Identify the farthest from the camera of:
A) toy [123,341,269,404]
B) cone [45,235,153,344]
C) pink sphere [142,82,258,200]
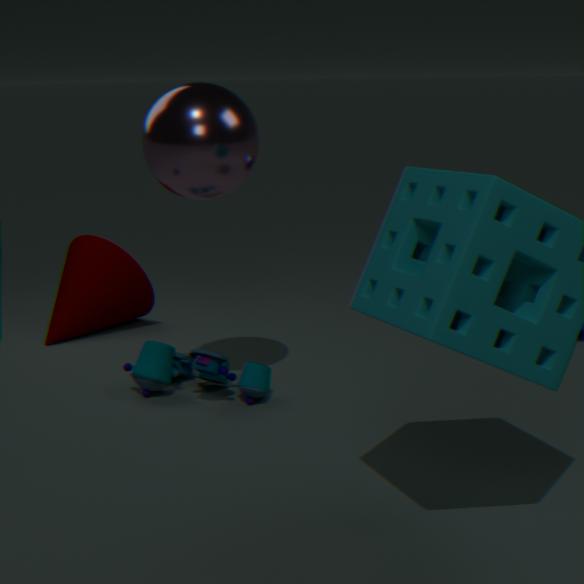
cone [45,235,153,344]
